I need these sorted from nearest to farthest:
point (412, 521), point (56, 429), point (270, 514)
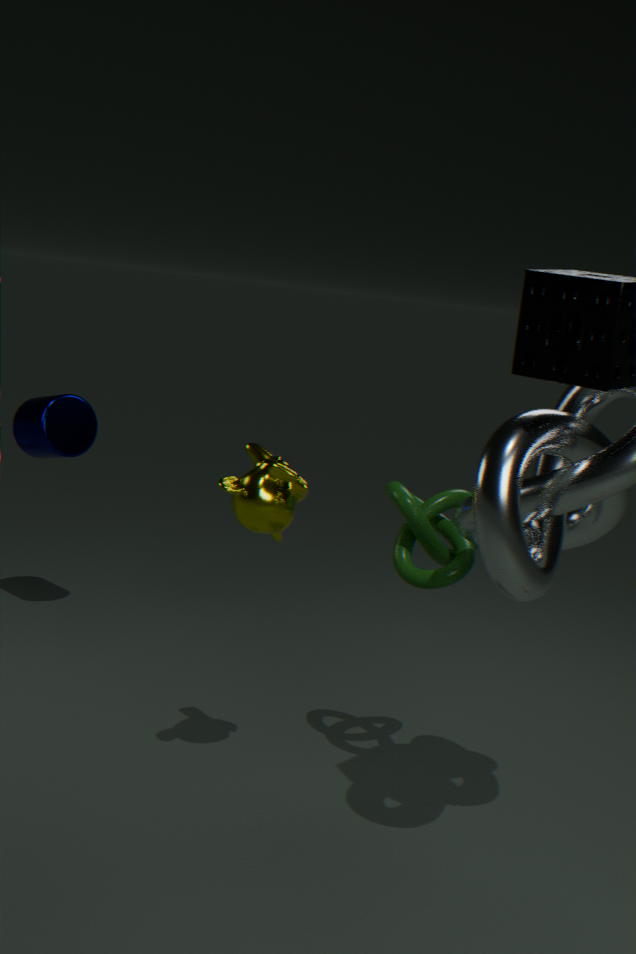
point (270, 514), point (412, 521), point (56, 429)
